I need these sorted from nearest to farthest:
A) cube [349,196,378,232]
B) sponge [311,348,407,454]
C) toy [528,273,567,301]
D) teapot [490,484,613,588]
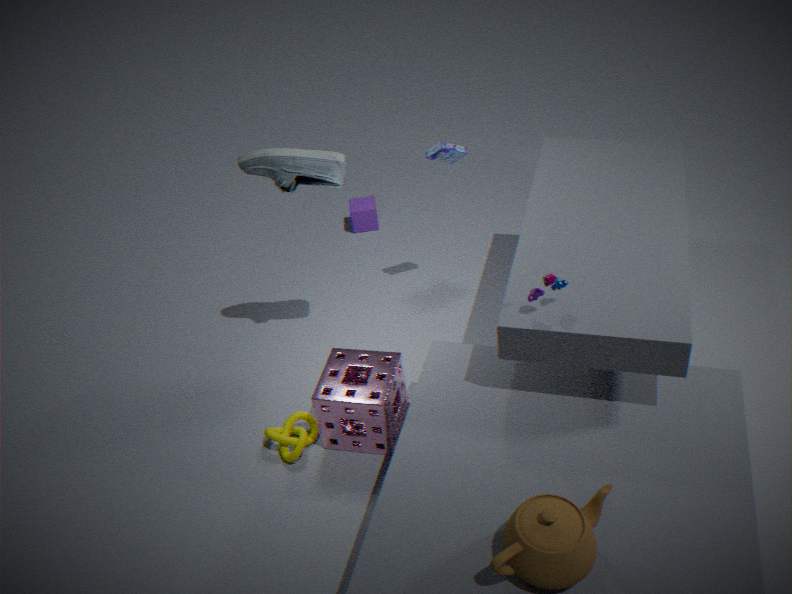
teapot [490,484,613,588], toy [528,273,567,301], sponge [311,348,407,454], cube [349,196,378,232]
